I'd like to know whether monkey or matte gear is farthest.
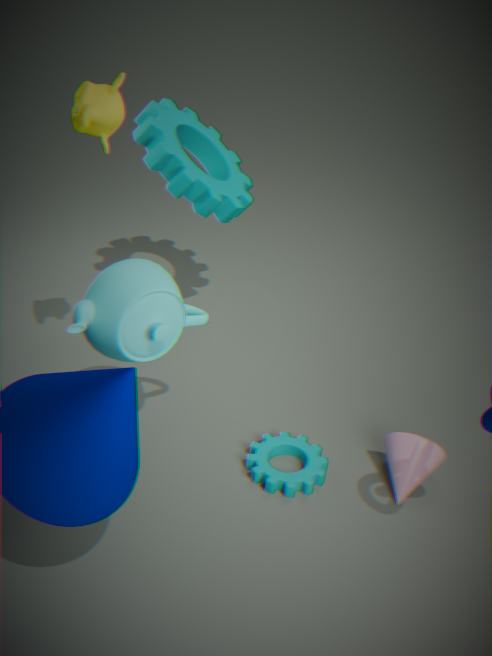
matte gear
